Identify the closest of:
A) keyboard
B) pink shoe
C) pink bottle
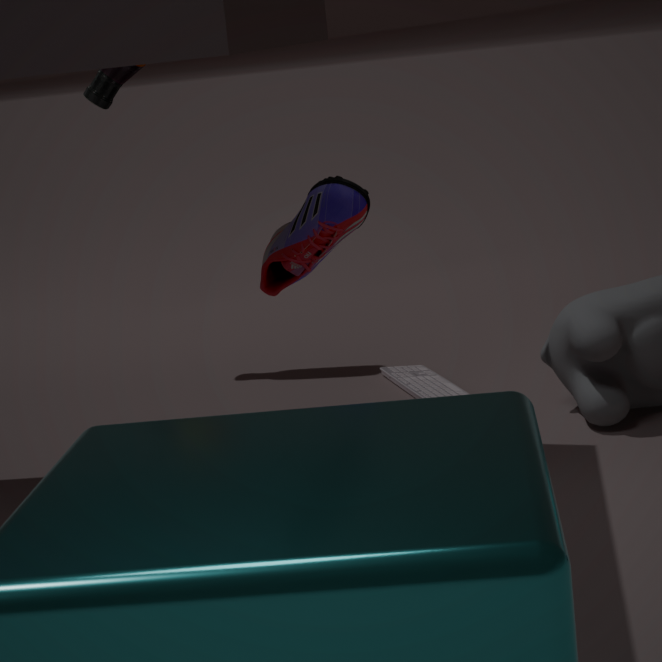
pink shoe
